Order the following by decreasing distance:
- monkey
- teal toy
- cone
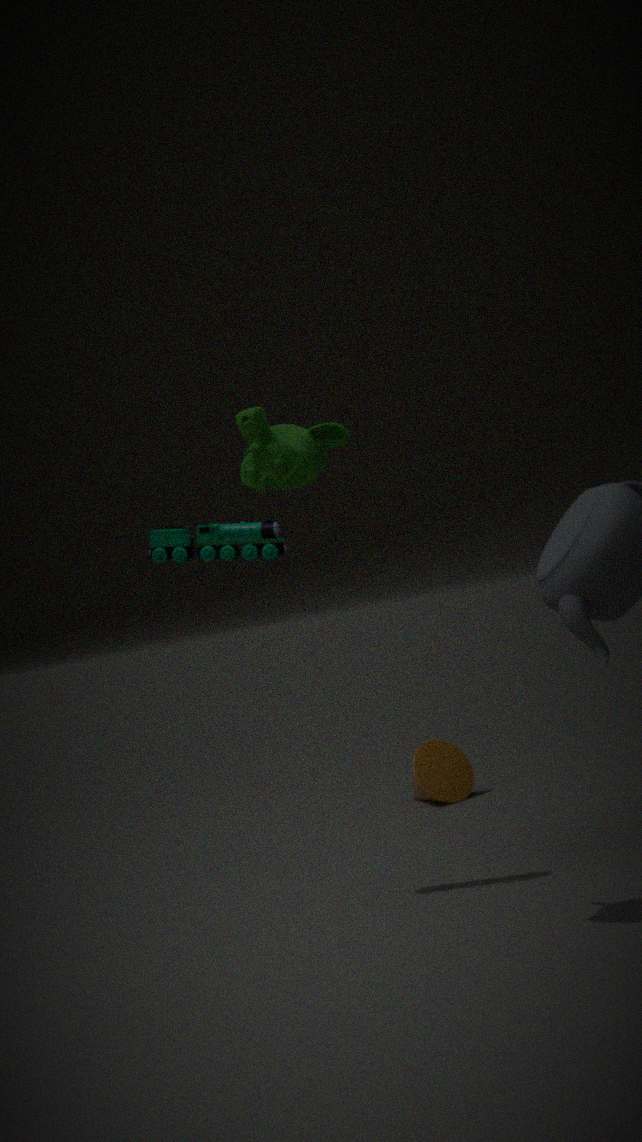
cone < teal toy < monkey
